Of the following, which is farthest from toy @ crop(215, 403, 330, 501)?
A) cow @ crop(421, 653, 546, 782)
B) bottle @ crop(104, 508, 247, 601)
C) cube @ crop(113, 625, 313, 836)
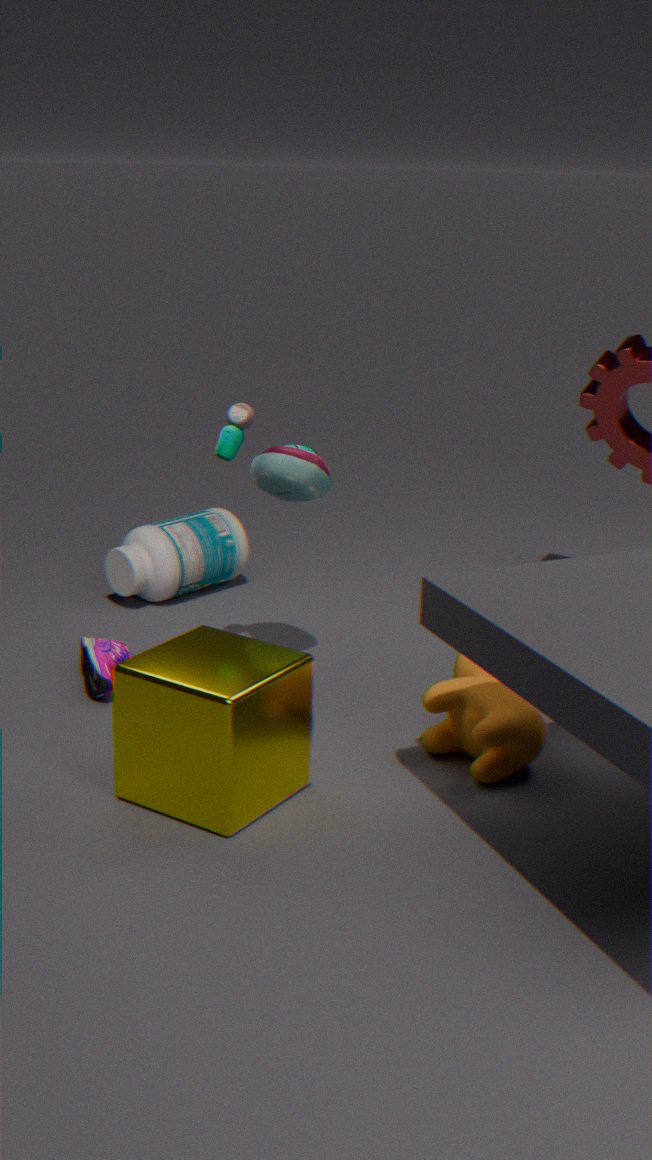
bottle @ crop(104, 508, 247, 601)
